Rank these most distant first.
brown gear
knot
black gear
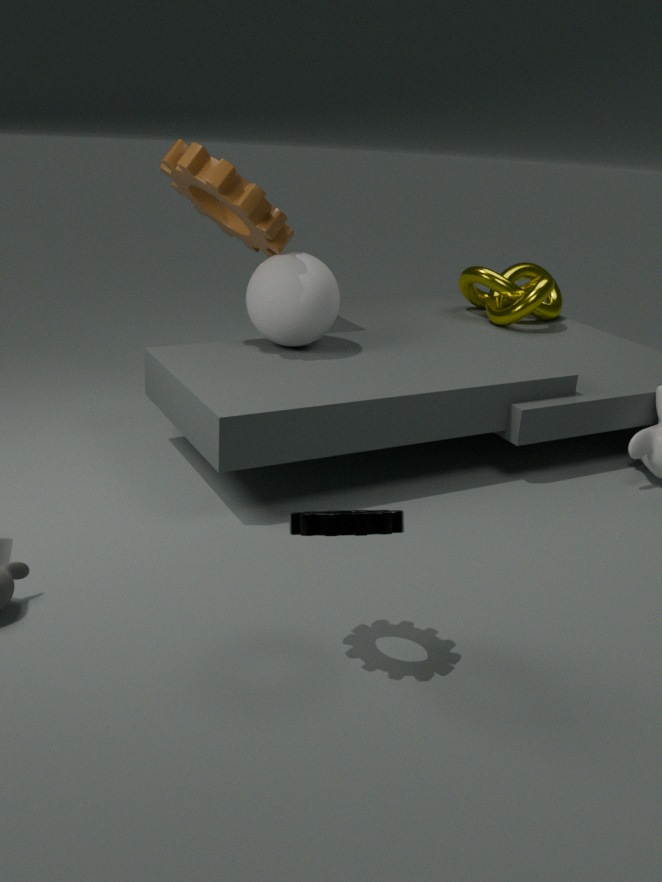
knot, brown gear, black gear
